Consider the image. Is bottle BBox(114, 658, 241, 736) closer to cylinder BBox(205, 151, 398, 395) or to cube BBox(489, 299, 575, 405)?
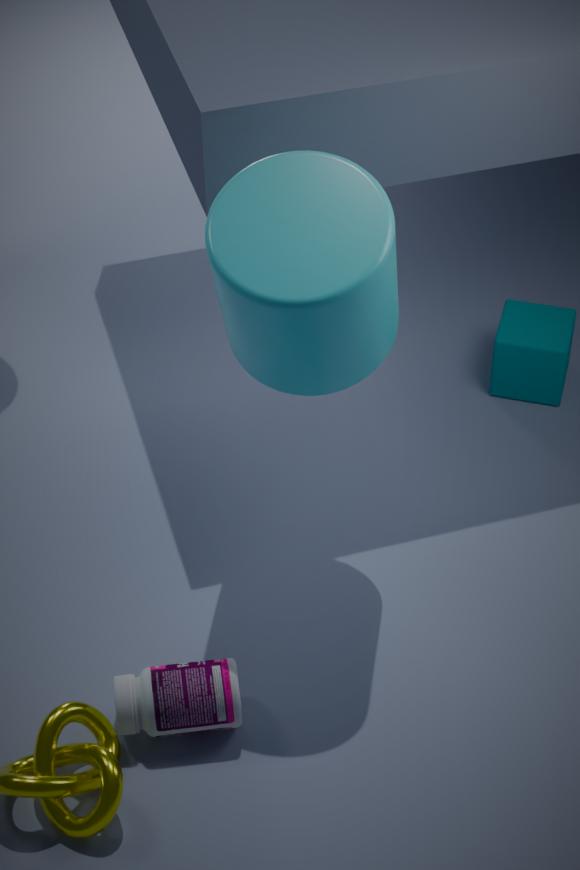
cylinder BBox(205, 151, 398, 395)
